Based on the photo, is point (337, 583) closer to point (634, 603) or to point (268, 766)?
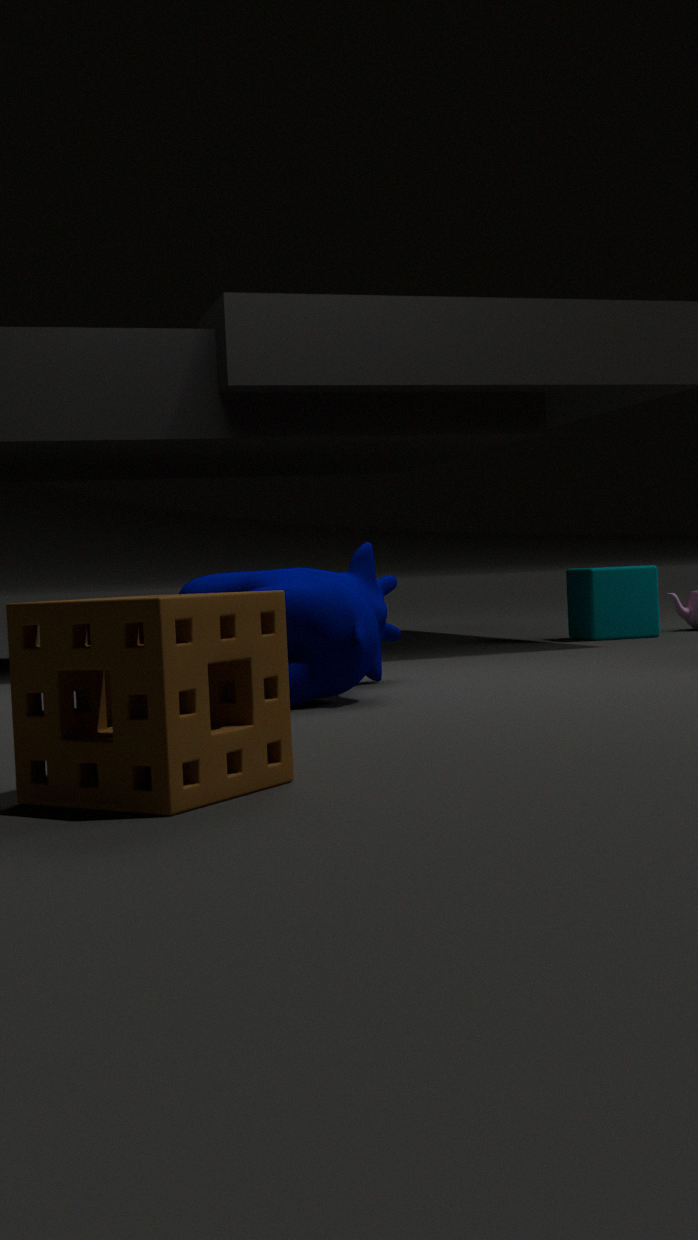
point (268, 766)
